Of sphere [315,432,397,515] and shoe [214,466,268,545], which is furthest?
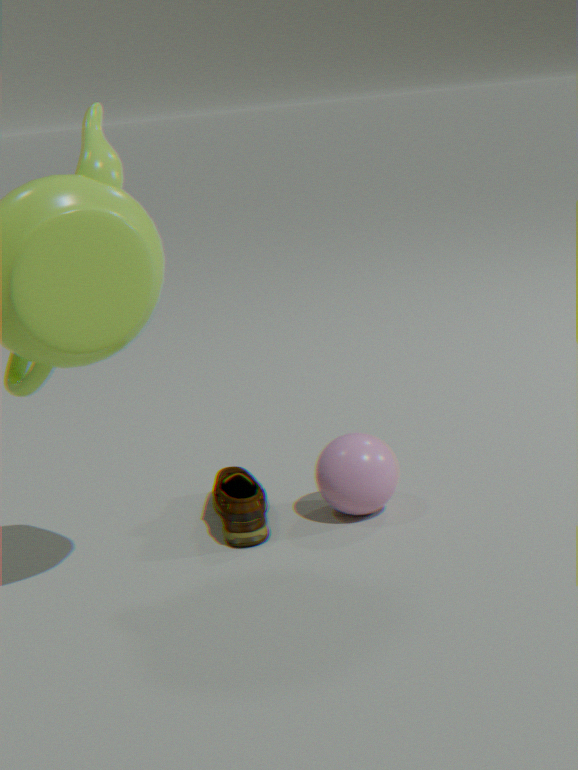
sphere [315,432,397,515]
